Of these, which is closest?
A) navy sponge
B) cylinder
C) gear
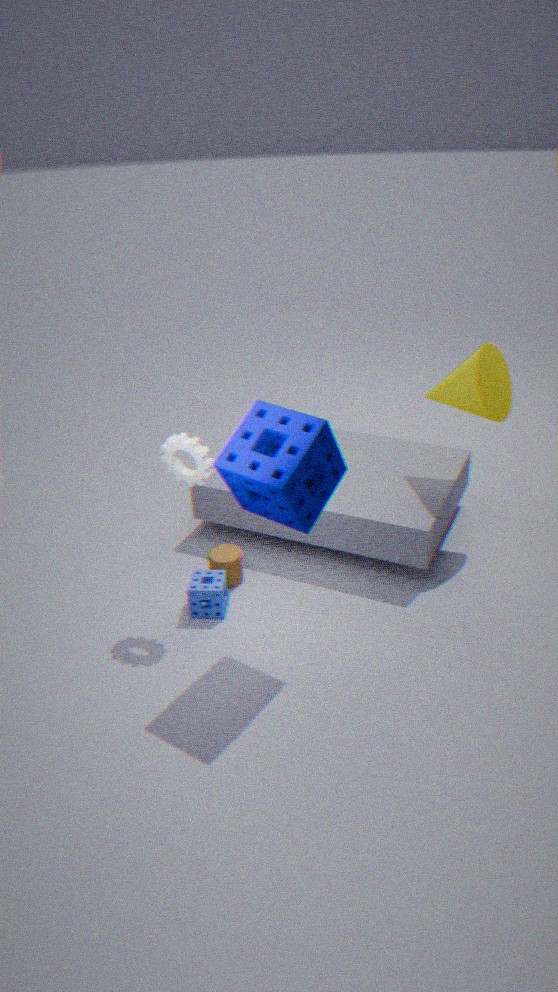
navy sponge
